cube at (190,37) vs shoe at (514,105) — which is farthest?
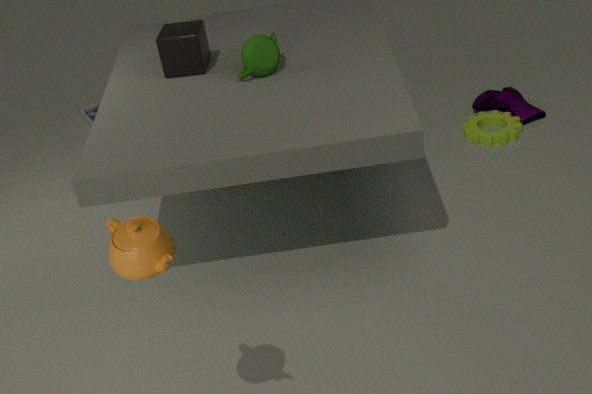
shoe at (514,105)
